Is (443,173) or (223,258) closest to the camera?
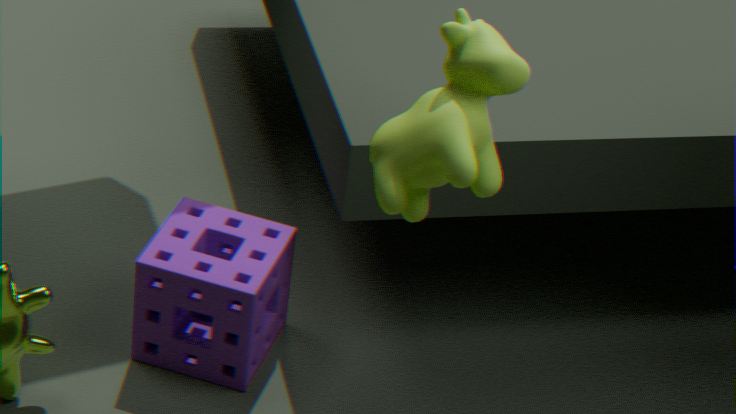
(443,173)
